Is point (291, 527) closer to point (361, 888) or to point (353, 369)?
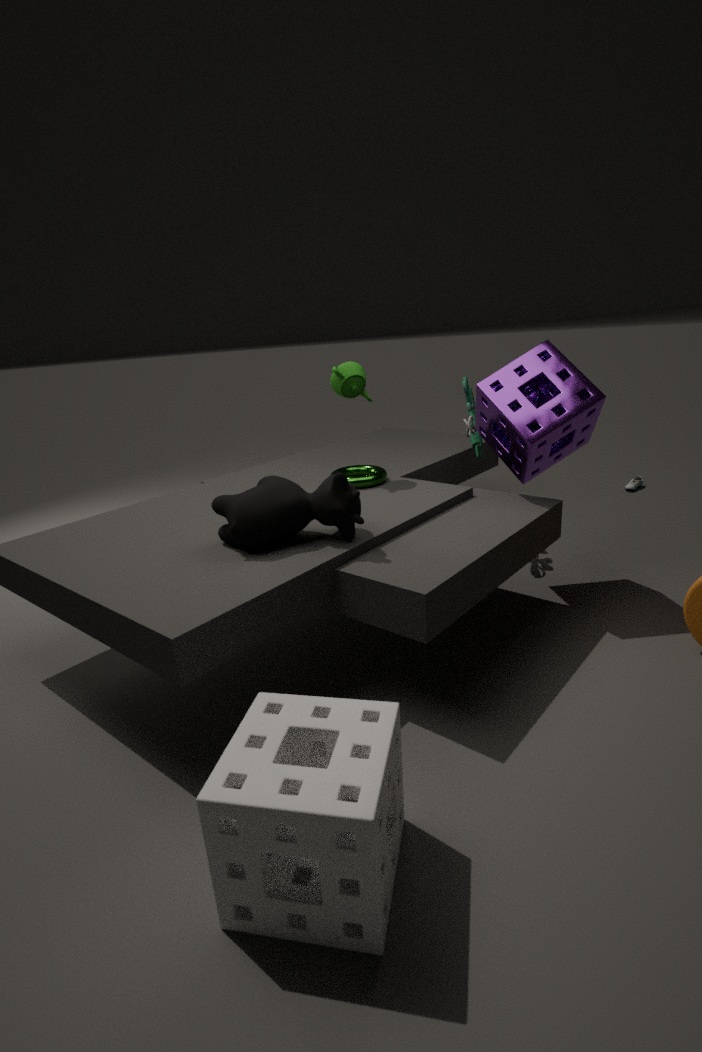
point (353, 369)
